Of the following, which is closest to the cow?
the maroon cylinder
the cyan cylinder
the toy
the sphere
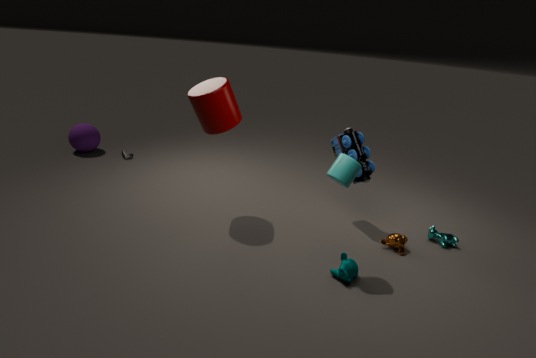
the toy
